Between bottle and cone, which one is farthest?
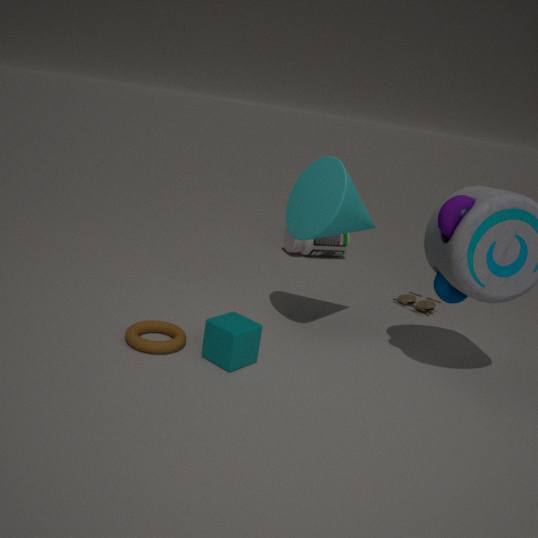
bottle
